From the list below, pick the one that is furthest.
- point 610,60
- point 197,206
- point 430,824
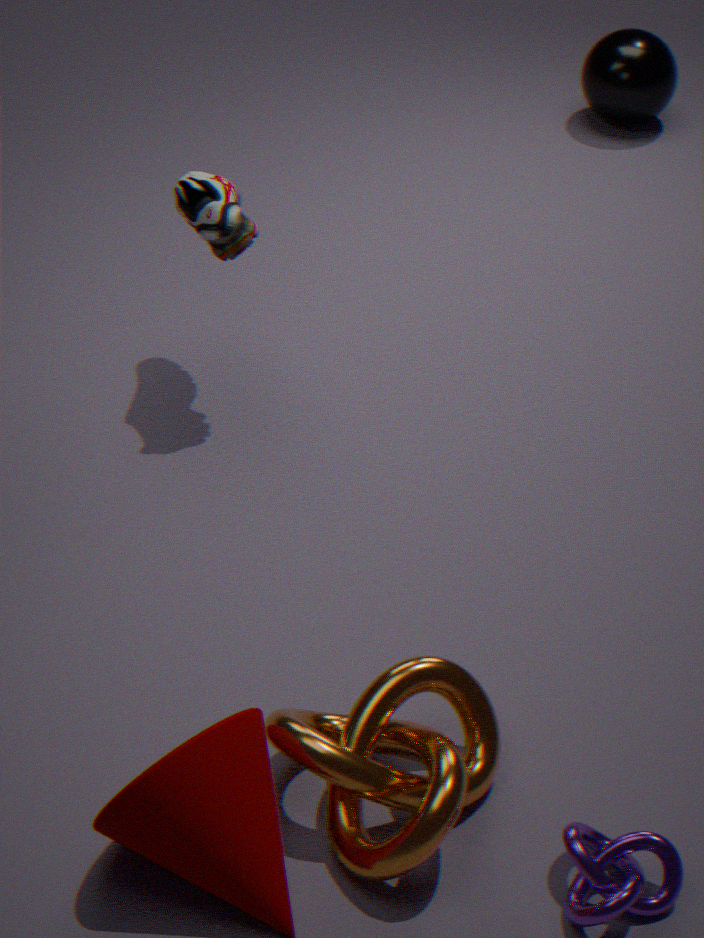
point 610,60
